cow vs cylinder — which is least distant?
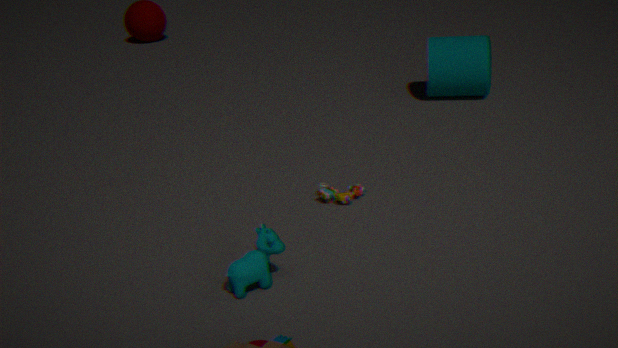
cow
